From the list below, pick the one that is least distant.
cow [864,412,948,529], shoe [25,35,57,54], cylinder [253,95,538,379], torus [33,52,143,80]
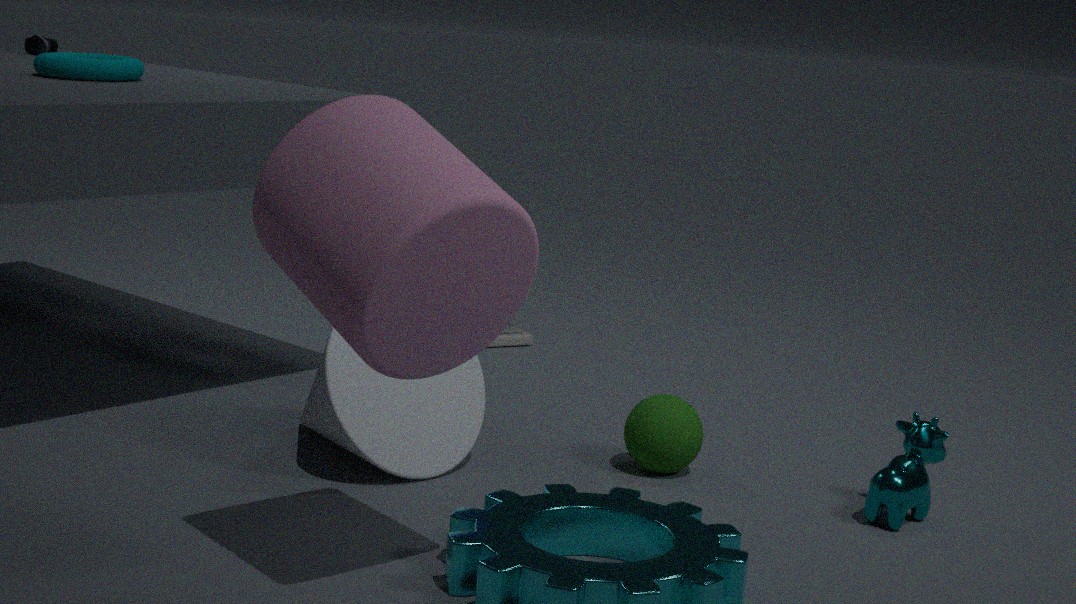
cylinder [253,95,538,379]
